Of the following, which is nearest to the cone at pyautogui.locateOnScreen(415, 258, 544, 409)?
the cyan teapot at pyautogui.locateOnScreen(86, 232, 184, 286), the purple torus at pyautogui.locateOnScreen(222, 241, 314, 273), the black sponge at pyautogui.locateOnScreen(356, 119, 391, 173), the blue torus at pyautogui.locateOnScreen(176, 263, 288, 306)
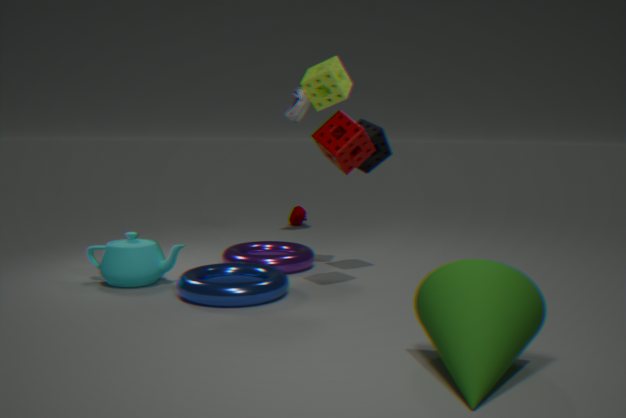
the blue torus at pyautogui.locateOnScreen(176, 263, 288, 306)
